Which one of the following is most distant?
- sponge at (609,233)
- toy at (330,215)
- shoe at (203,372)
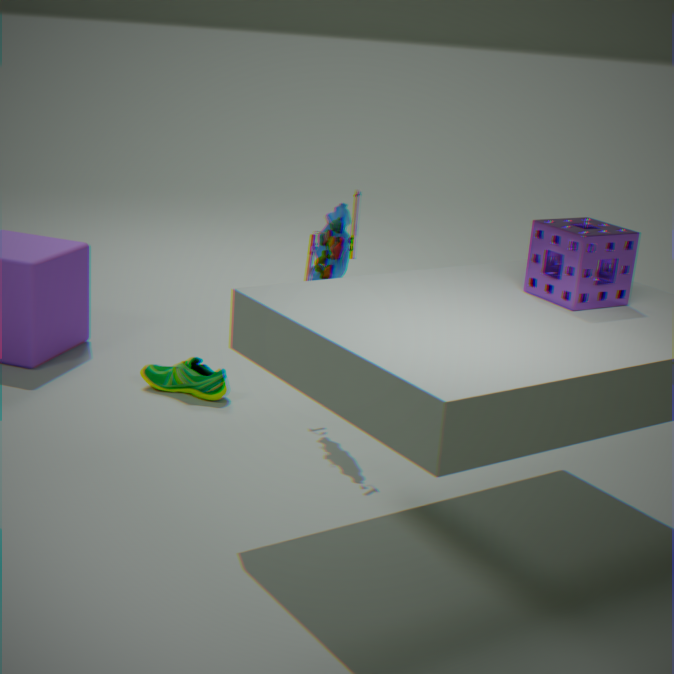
shoe at (203,372)
